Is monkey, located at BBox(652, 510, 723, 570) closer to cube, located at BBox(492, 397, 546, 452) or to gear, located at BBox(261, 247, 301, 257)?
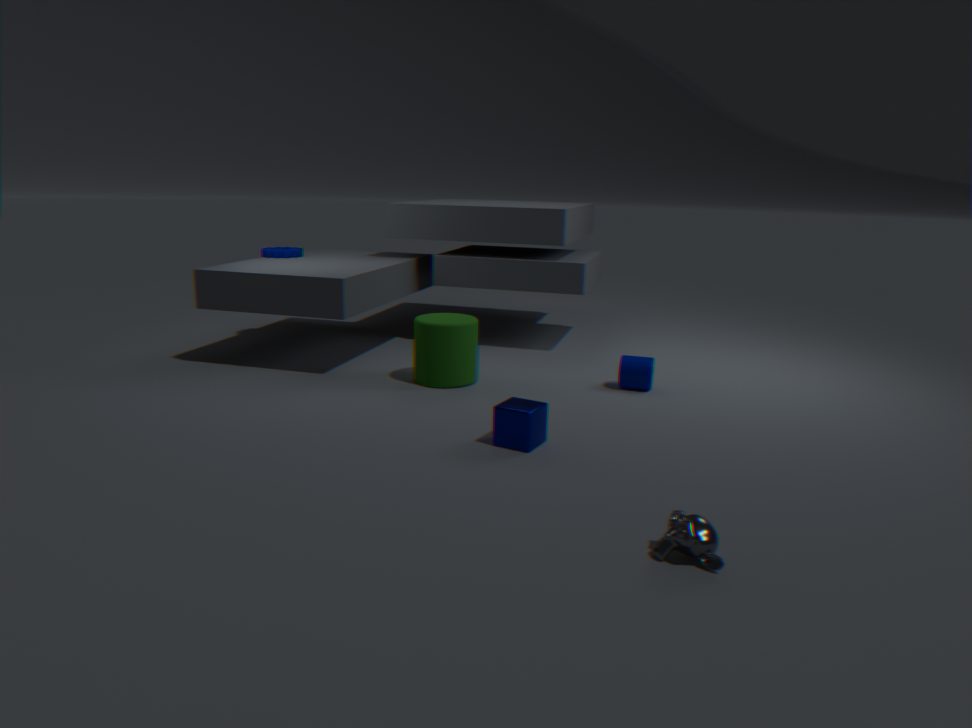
cube, located at BBox(492, 397, 546, 452)
